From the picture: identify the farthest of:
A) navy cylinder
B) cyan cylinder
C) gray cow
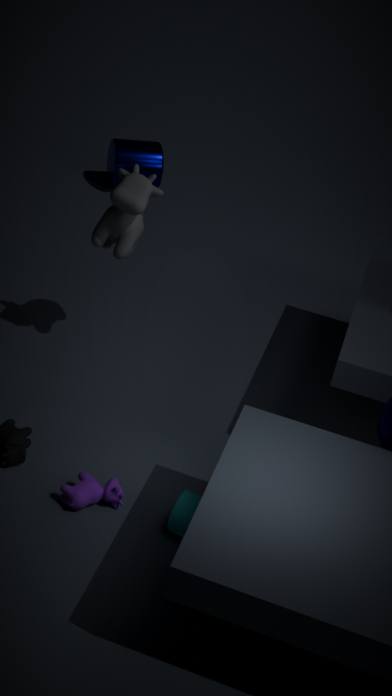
navy cylinder
